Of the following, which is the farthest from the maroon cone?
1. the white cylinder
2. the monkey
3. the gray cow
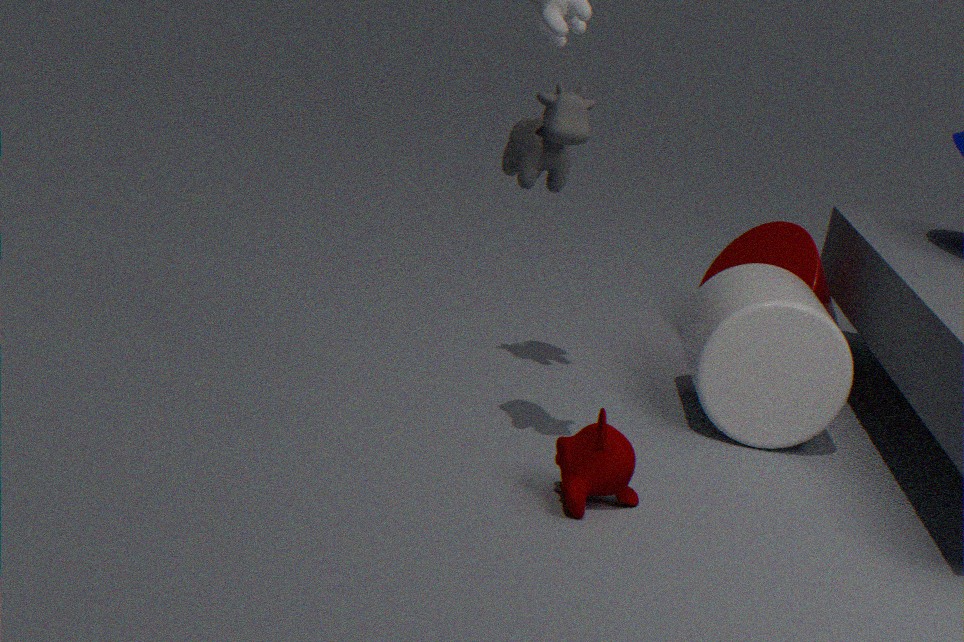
the gray cow
